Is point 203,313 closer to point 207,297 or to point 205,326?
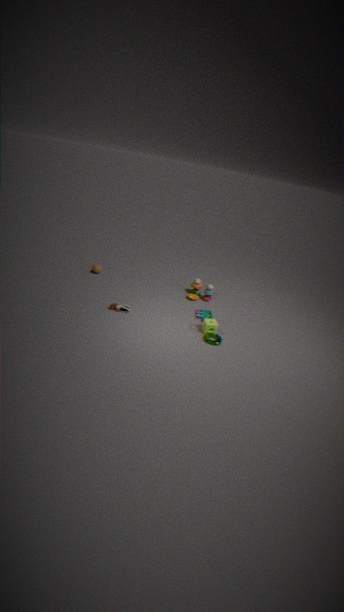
point 205,326
